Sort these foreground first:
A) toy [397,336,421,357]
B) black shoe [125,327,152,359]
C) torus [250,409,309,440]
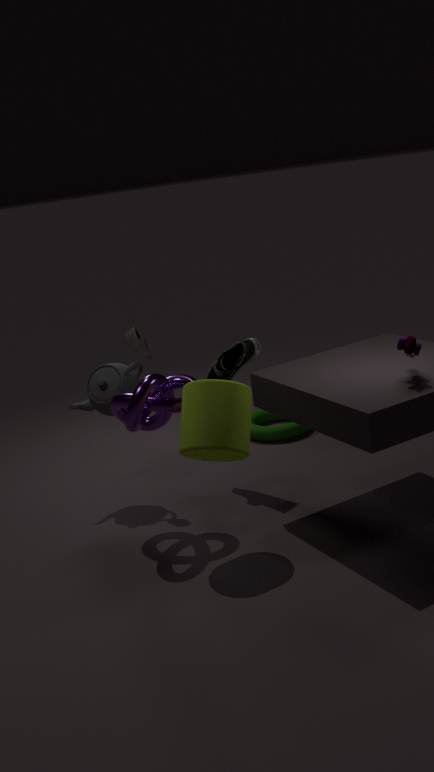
1. toy [397,336,421,357]
2. black shoe [125,327,152,359]
3. torus [250,409,309,440]
